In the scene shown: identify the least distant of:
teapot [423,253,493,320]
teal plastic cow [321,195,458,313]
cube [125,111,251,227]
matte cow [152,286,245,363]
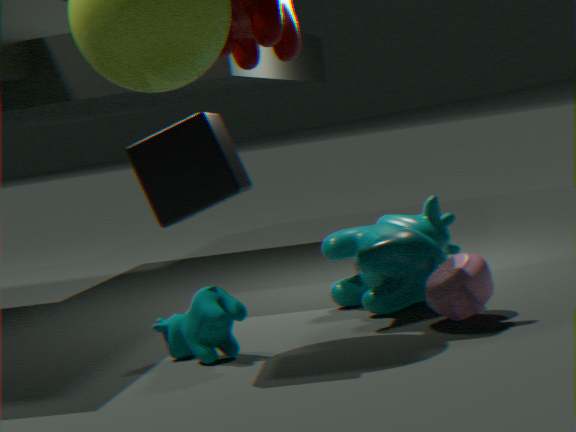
cube [125,111,251,227]
